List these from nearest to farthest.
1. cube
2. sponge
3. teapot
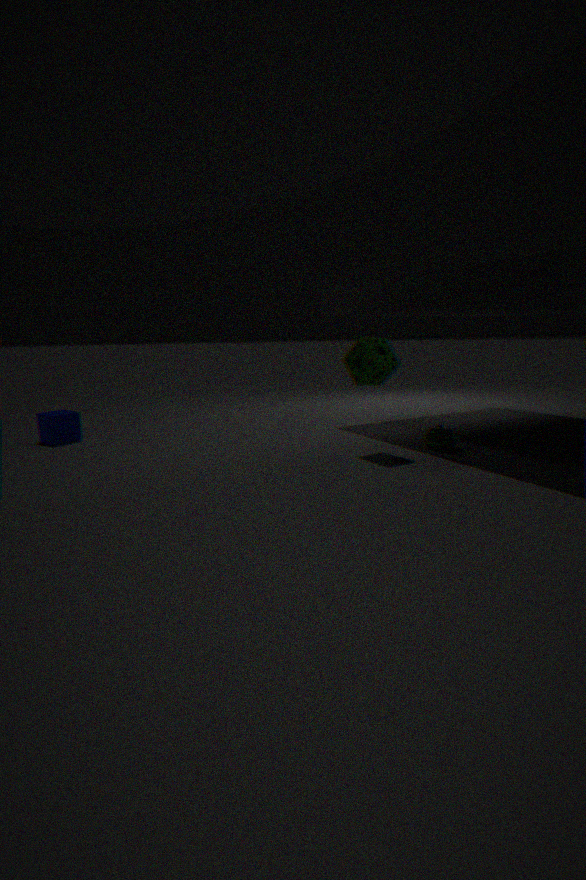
sponge, teapot, cube
